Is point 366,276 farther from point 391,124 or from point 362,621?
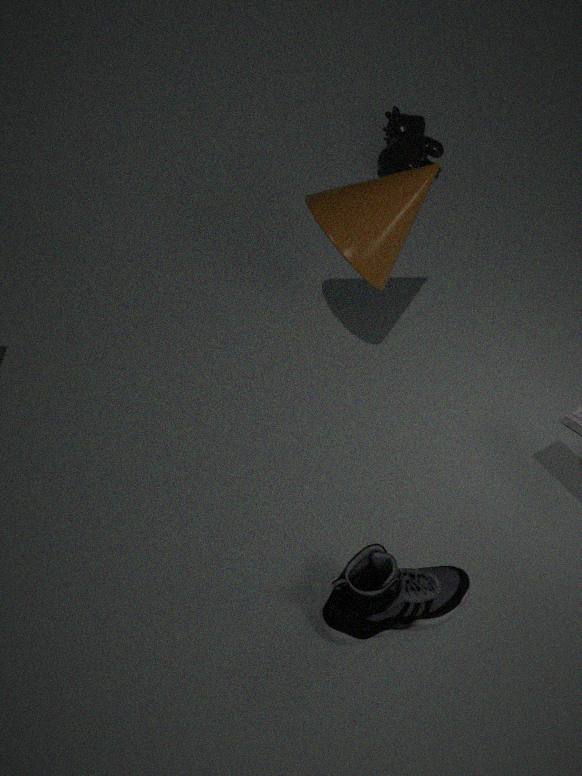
point 391,124
